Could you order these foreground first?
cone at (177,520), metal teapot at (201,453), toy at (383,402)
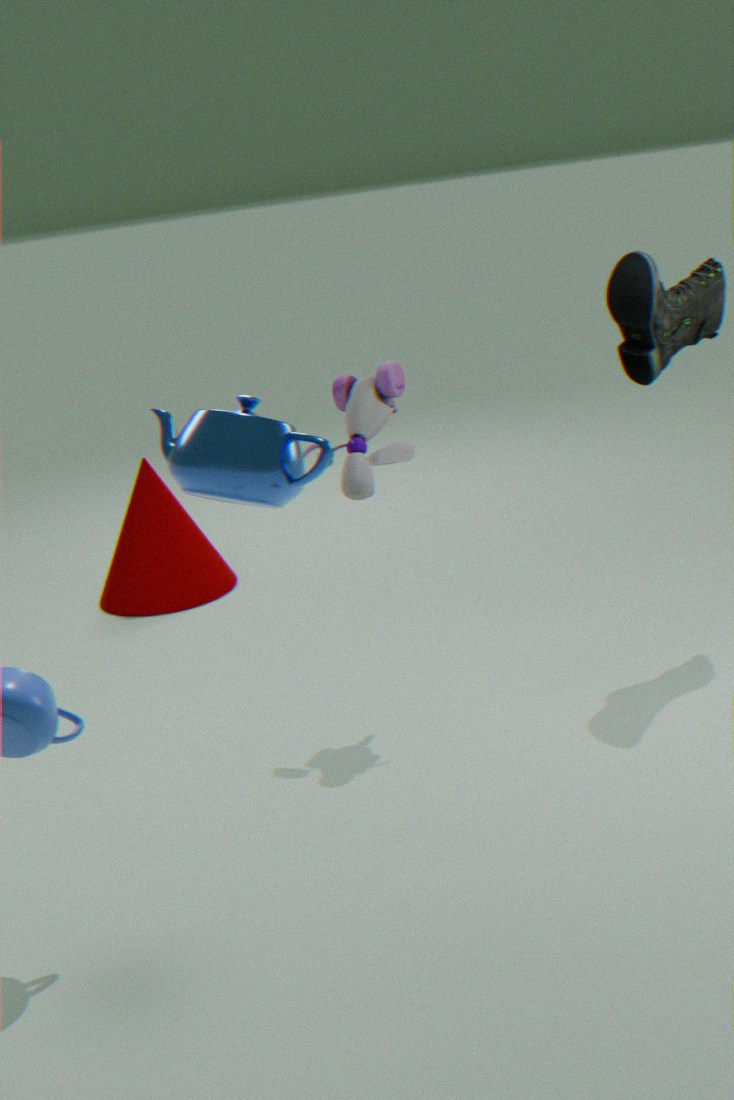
metal teapot at (201,453)
toy at (383,402)
cone at (177,520)
